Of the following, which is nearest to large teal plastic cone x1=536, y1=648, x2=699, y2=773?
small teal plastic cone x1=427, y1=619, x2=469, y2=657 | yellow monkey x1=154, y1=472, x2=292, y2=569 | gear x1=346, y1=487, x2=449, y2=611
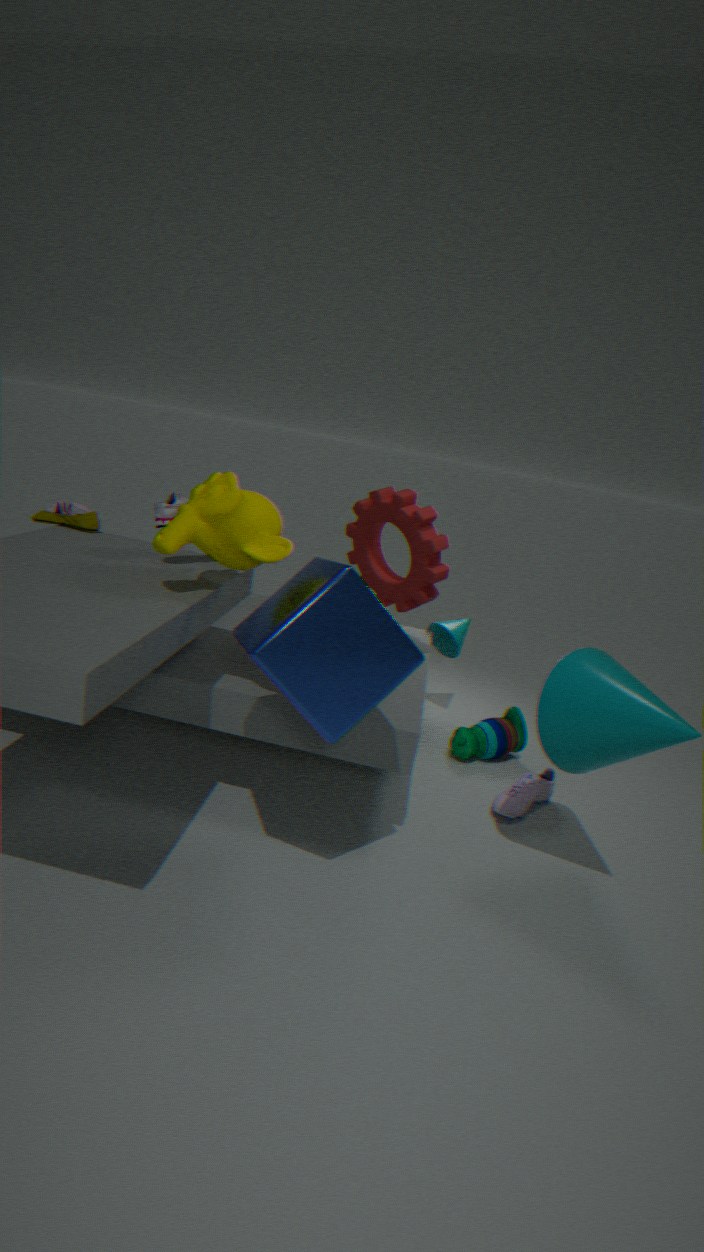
gear x1=346, y1=487, x2=449, y2=611
